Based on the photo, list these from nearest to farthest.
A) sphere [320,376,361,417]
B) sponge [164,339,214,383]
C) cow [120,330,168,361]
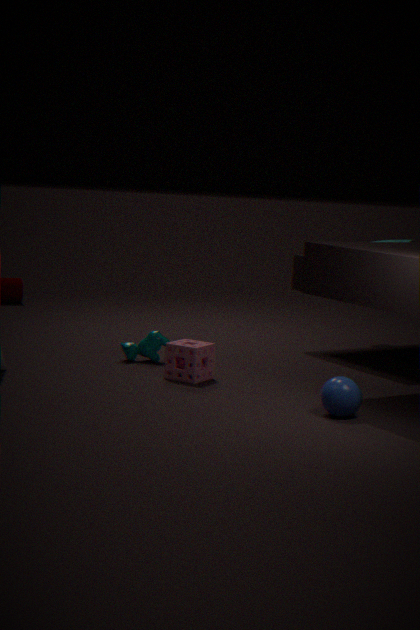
1. sphere [320,376,361,417]
2. sponge [164,339,214,383]
3. cow [120,330,168,361]
